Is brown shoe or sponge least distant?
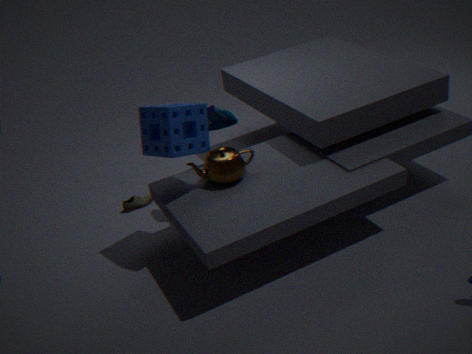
sponge
